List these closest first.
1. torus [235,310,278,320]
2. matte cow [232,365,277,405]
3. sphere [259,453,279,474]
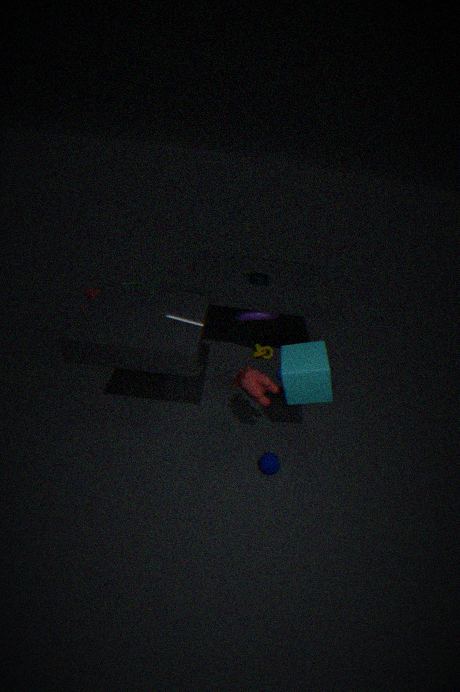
matte cow [232,365,277,405]
sphere [259,453,279,474]
torus [235,310,278,320]
